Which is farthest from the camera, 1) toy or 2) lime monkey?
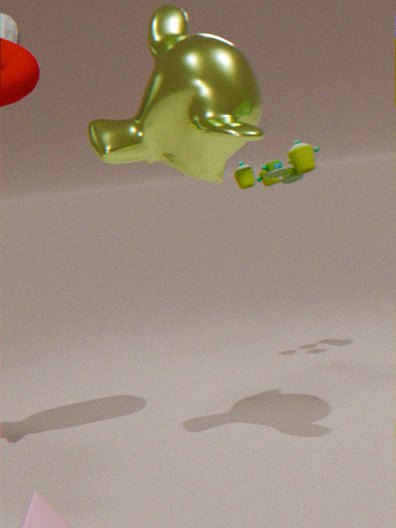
1. toy
